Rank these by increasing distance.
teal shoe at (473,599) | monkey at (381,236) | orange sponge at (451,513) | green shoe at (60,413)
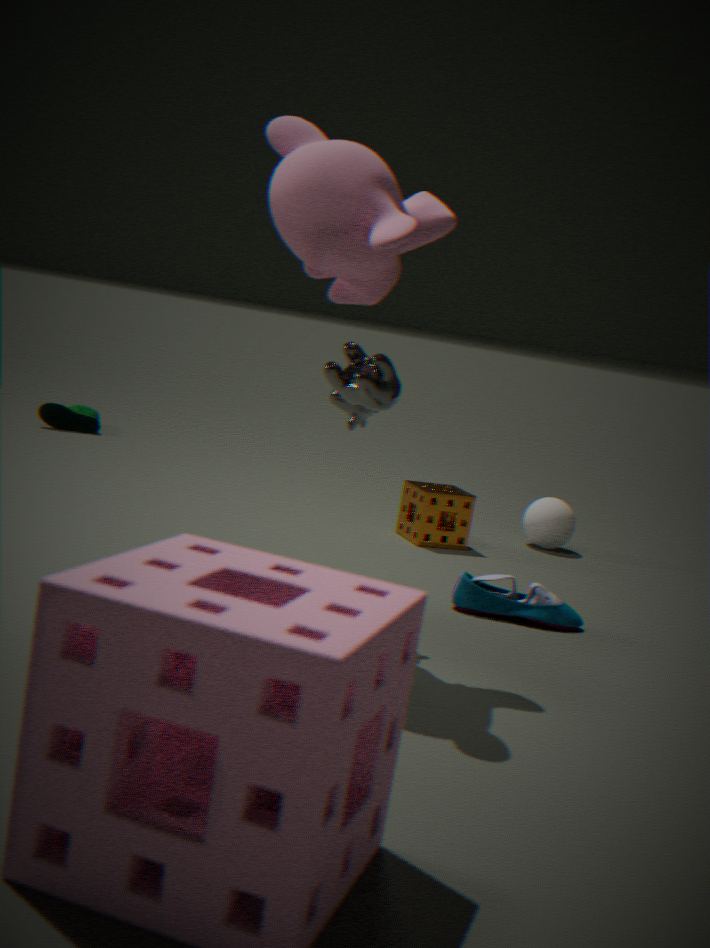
monkey at (381,236) < teal shoe at (473,599) < orange sponge at (451,513) < green shoe at (60,413)
